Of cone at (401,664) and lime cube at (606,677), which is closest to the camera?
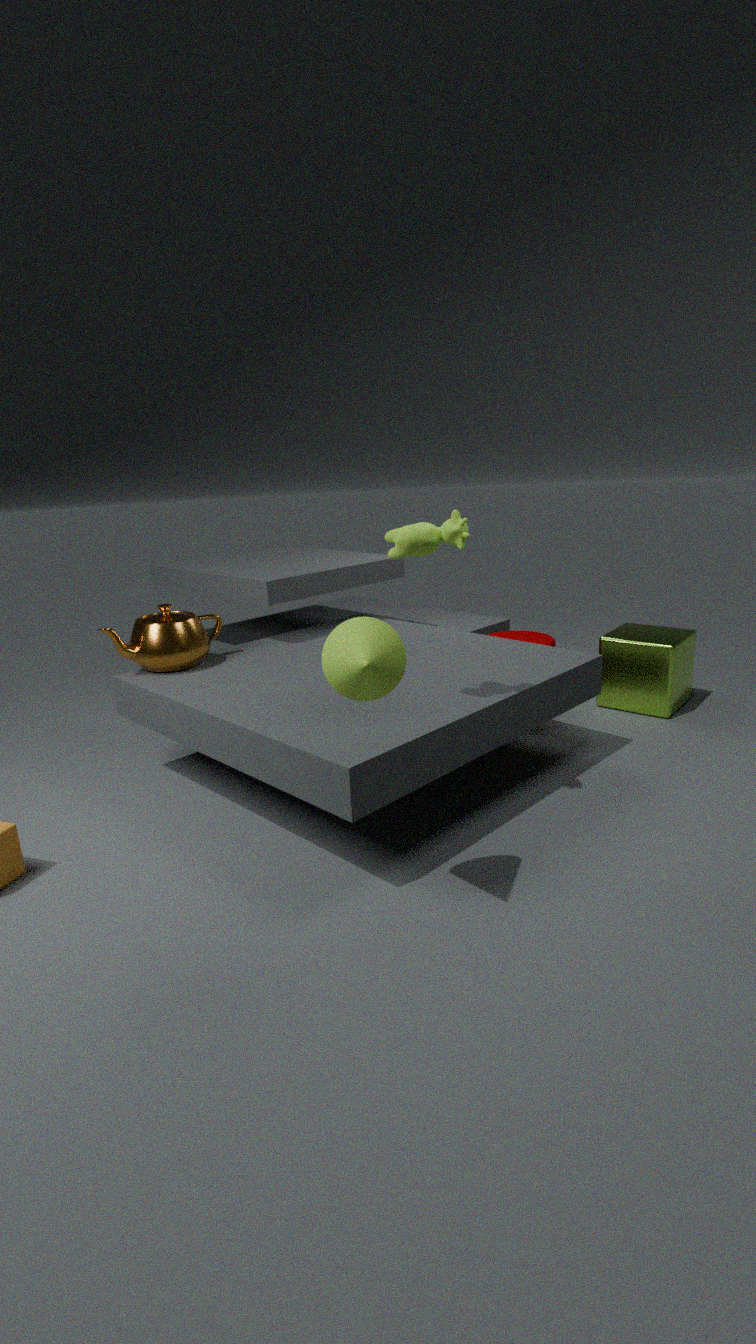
cone at (401,664)
